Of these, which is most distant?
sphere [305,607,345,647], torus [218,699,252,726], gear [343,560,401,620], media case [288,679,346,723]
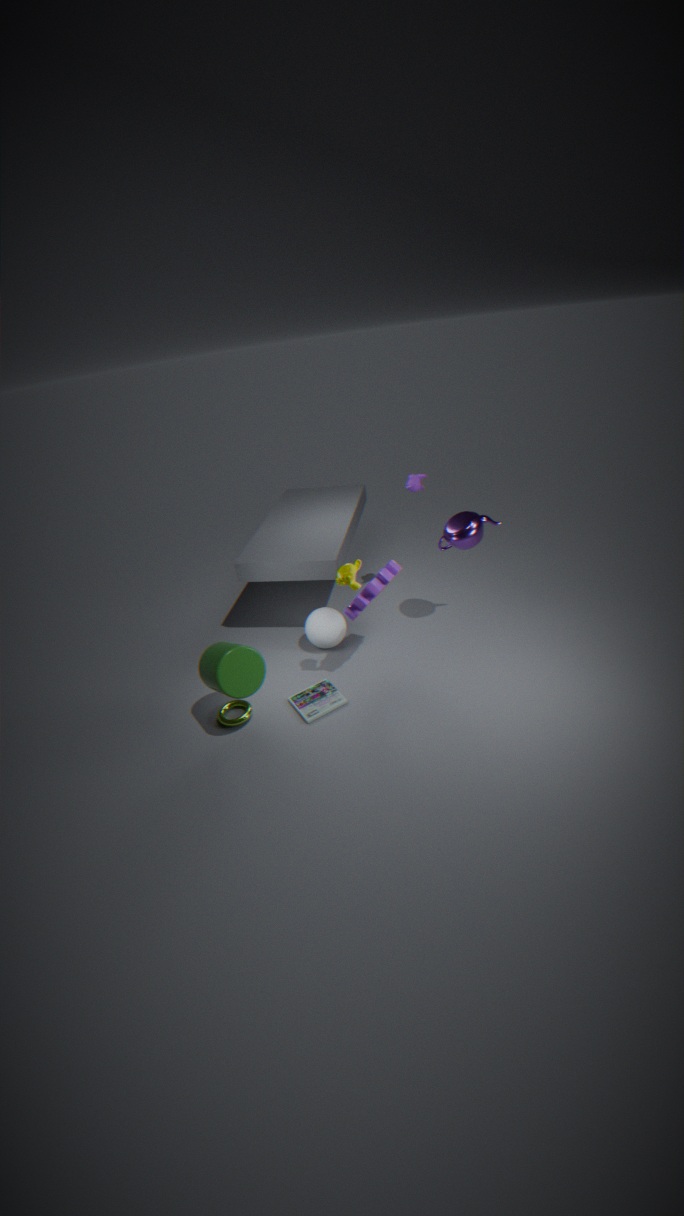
sphere [305,607,345,647]
